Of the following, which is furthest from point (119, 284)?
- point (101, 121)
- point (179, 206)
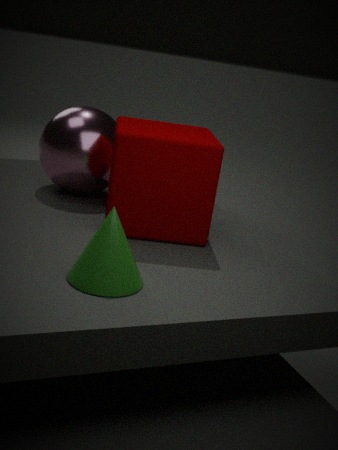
point (101, 121)
